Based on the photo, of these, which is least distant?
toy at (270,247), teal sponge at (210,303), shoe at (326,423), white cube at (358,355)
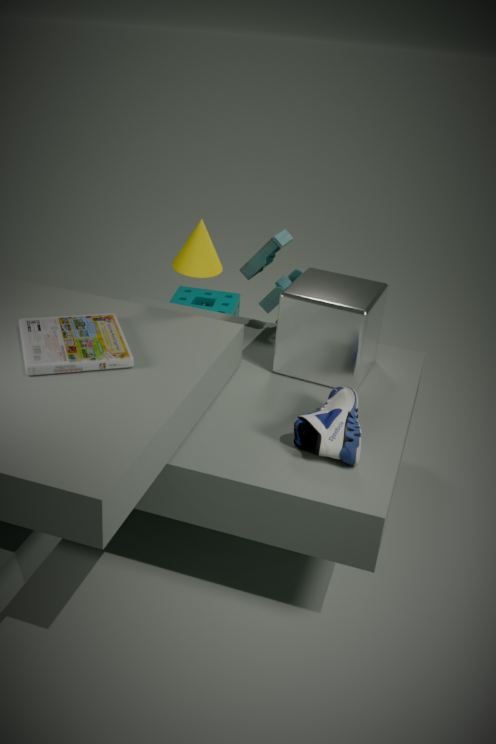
shoe at (326,423)
